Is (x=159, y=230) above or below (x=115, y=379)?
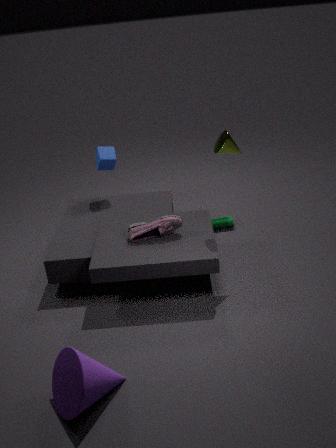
above
